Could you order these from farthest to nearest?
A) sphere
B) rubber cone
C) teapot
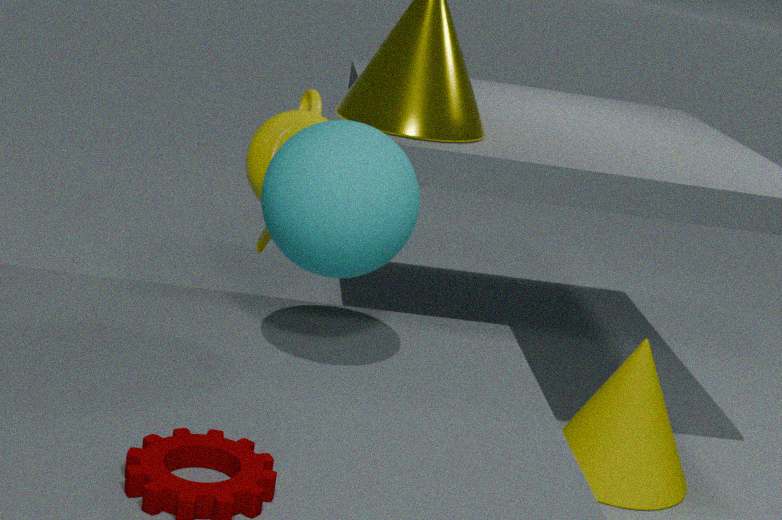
teapot
rubber cone
sphere
